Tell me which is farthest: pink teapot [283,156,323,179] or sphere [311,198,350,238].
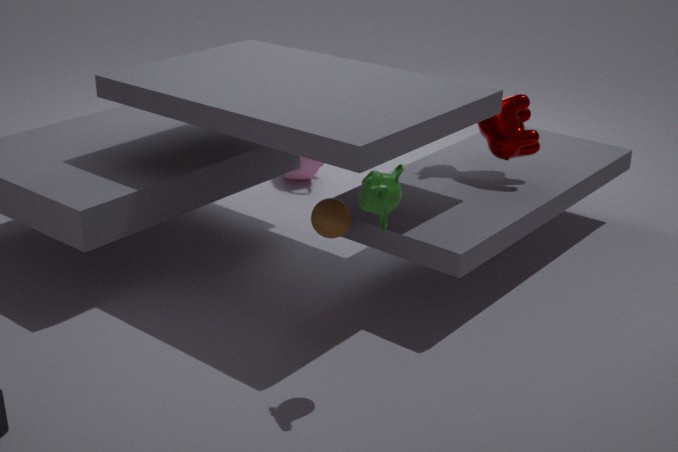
pink teapot [283,156,323,179]
